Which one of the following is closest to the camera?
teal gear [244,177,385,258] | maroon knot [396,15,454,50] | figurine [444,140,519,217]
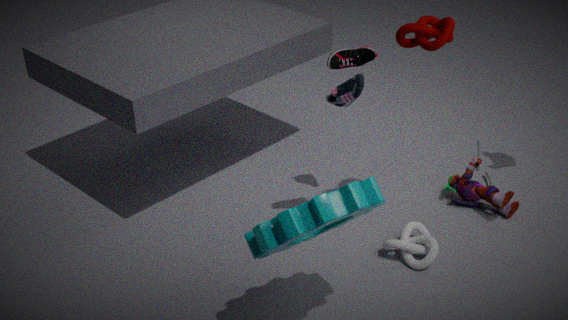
teal gear [244,177,385,258]
